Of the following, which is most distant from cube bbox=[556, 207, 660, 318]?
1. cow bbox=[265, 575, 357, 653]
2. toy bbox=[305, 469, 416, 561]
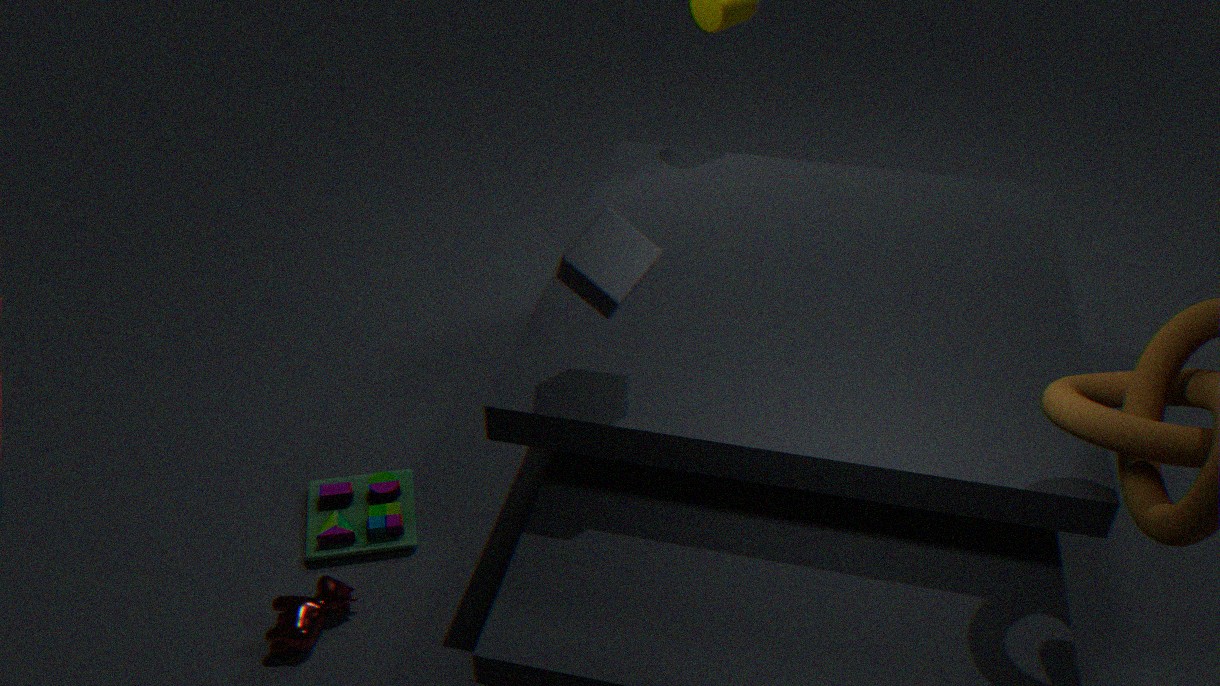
cow bbox=[265, 575, 357, 653]
